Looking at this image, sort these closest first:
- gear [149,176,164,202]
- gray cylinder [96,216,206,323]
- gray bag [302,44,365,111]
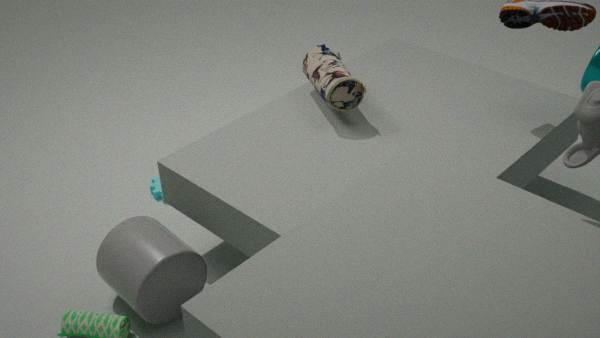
gray cylinder [96,216,206,323], gray bag [302,44,365,111], gear [149,176,164,202]
